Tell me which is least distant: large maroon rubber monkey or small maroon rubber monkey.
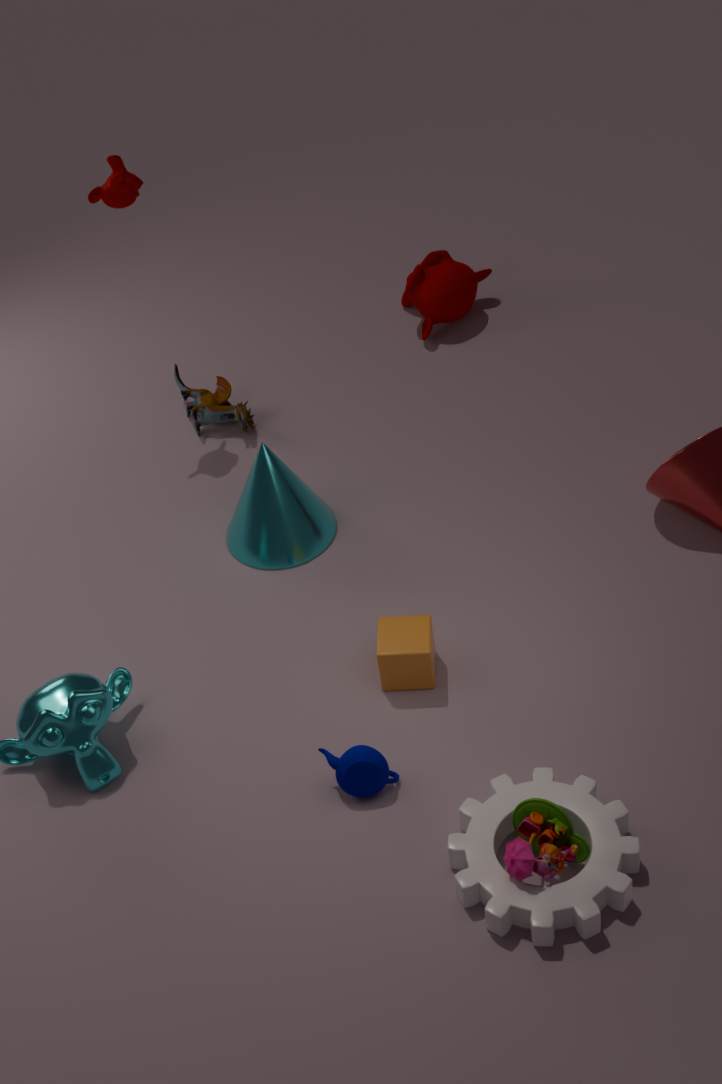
small maroon rubber monkey
